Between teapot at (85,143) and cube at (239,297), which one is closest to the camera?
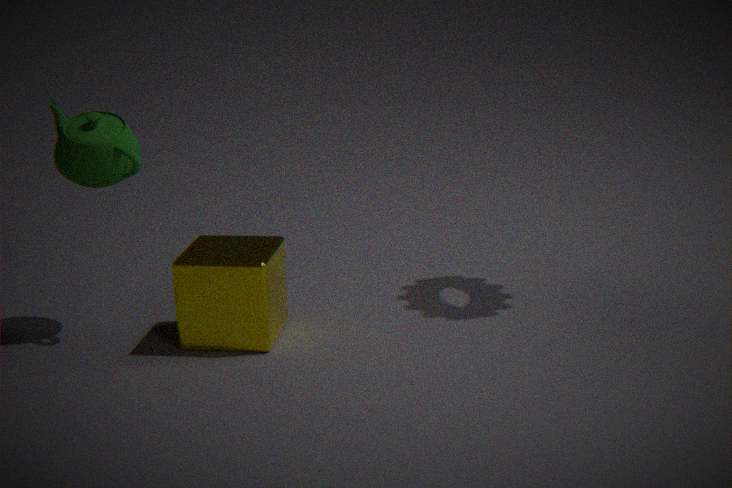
cube at (239,297)
